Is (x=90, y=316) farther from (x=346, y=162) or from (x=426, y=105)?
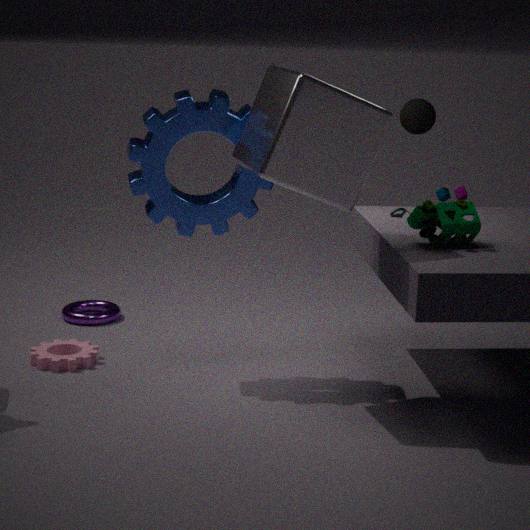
(x=426, y=105)
